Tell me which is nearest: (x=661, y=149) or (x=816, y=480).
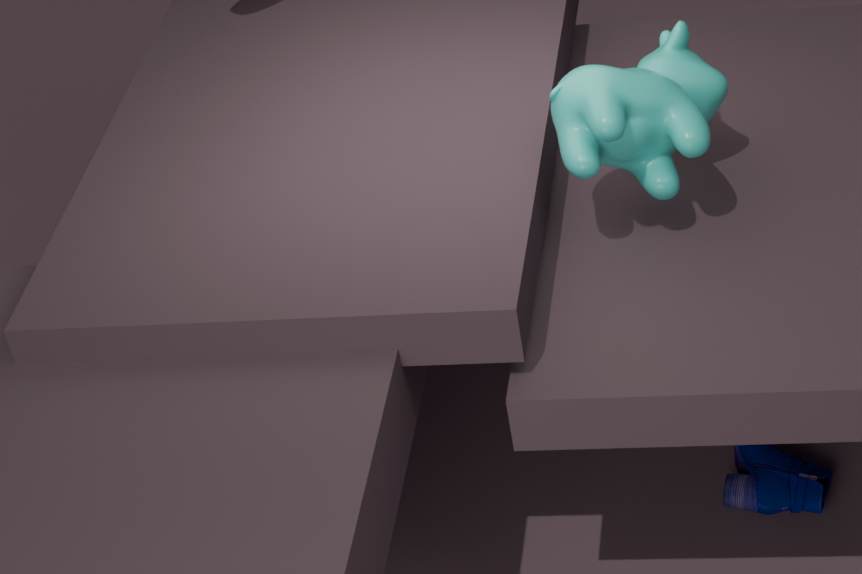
(x=661, y=149)
